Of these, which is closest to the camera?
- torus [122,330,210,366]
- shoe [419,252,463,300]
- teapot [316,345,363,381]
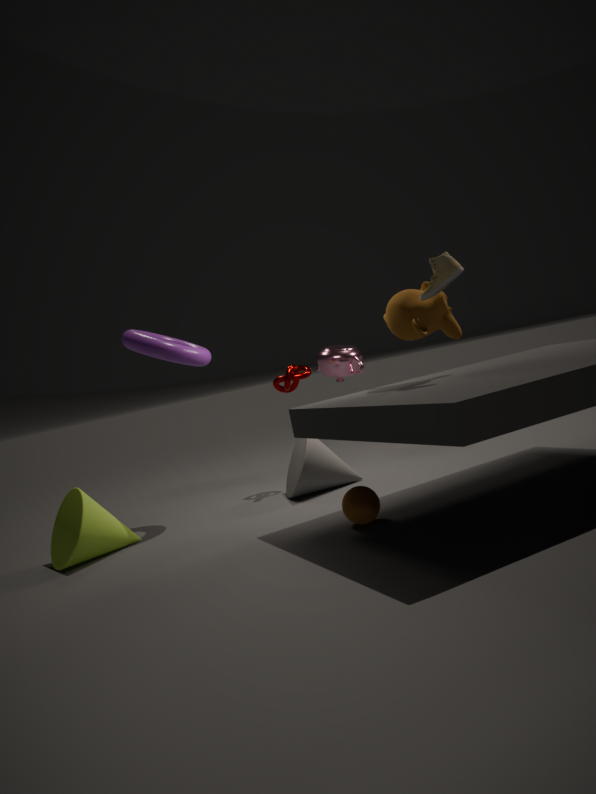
shoe [419,252,463,300]
